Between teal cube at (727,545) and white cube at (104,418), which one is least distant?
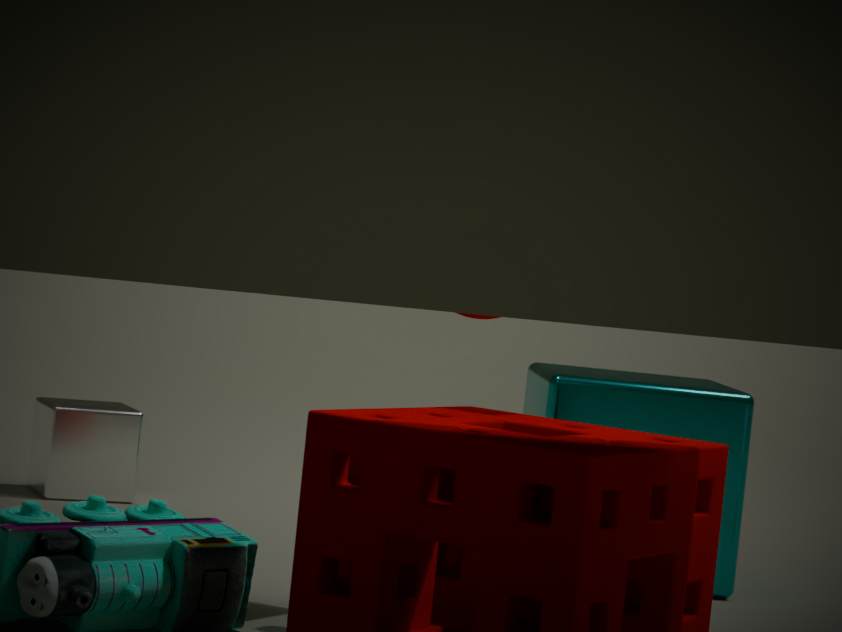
teal cube at (727,545)
